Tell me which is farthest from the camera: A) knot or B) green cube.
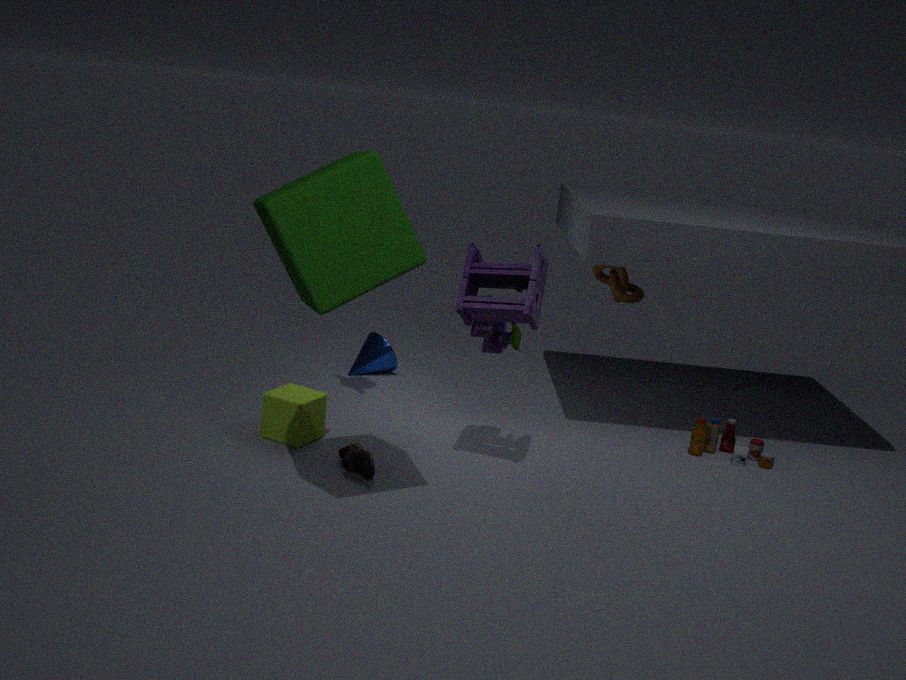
A. knot
